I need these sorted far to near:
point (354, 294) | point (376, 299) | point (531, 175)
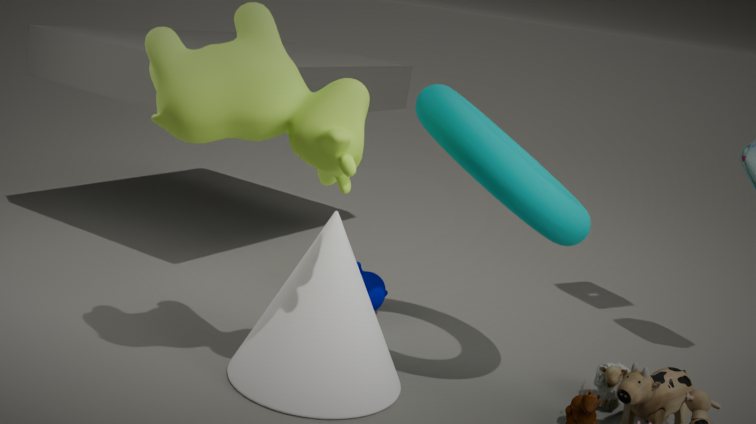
point (376, 299)
point (354, 294)
point (531, 175)
